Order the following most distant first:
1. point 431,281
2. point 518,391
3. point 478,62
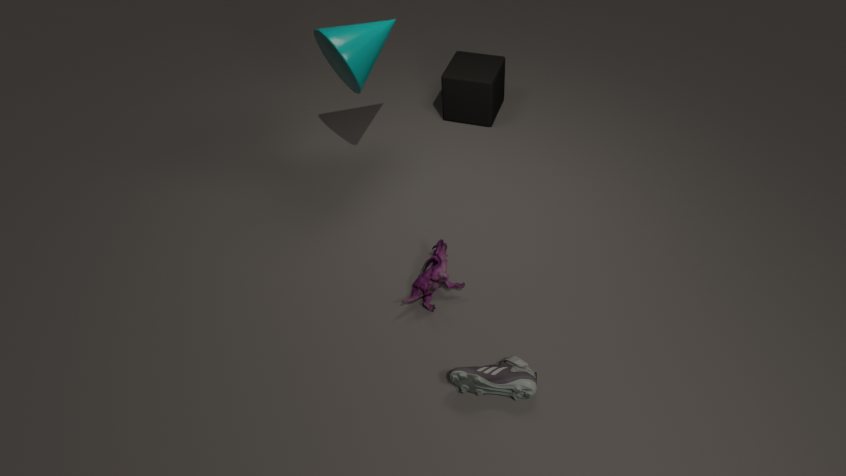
point 478,62 < point 431,281 < point 518,391
